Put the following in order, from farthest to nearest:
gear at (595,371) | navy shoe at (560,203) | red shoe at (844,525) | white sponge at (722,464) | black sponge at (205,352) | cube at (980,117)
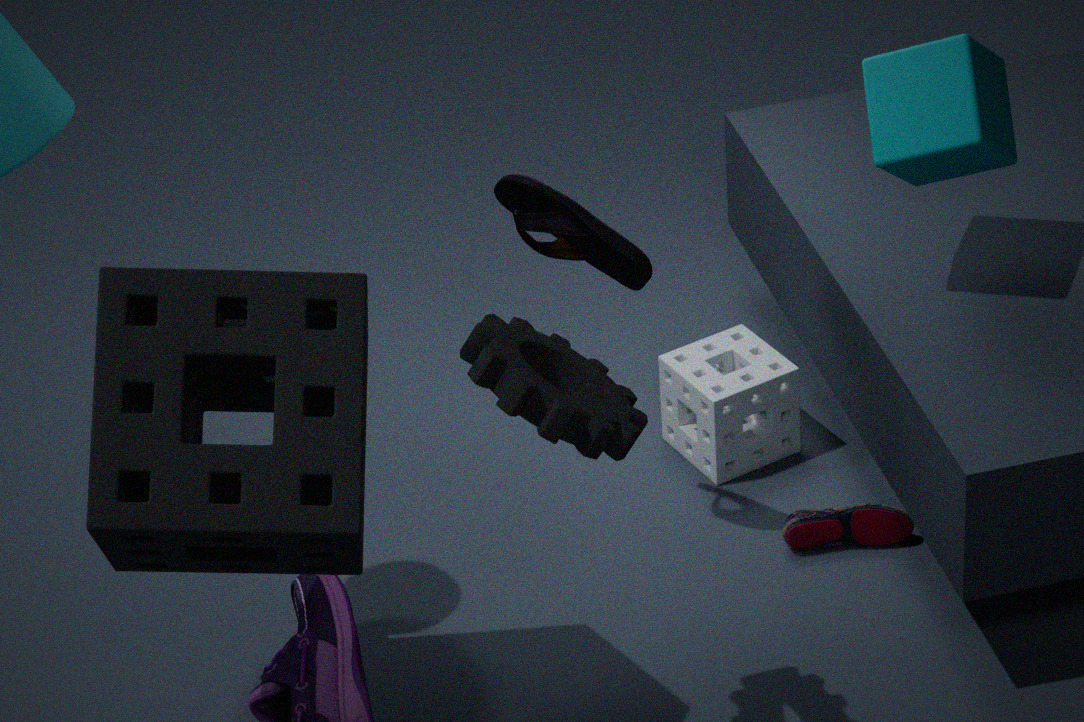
white sponge at (722,464) → red shoe at (844,525) → navy shoe at (560,203) → cube at (980,117) → gear at (595,371) → black sponge at (205,352)
